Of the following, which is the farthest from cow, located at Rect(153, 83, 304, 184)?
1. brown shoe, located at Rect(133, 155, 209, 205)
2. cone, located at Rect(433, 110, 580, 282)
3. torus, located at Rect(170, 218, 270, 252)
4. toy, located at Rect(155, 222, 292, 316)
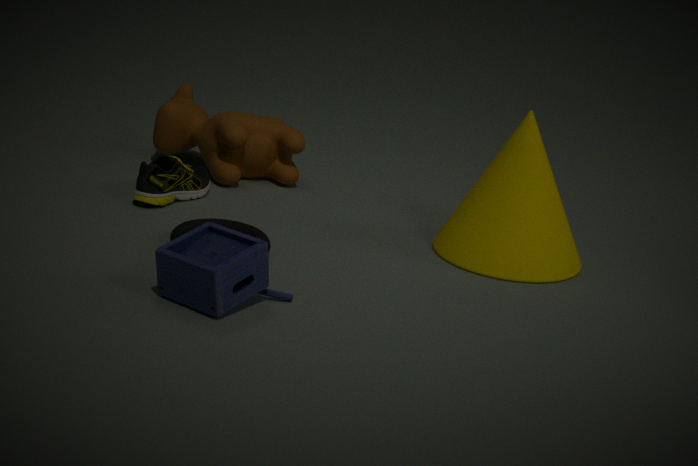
toy, located at Rect(155, 222, 292, 316)
